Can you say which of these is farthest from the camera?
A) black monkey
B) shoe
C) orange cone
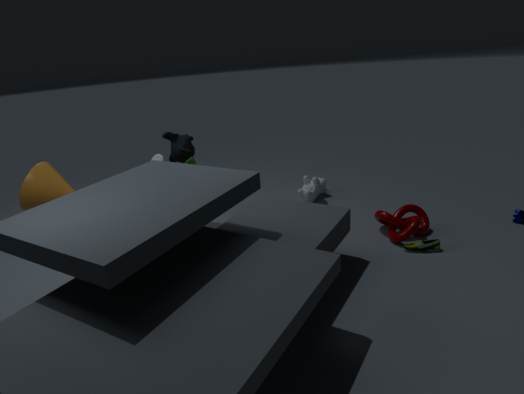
black monkey
